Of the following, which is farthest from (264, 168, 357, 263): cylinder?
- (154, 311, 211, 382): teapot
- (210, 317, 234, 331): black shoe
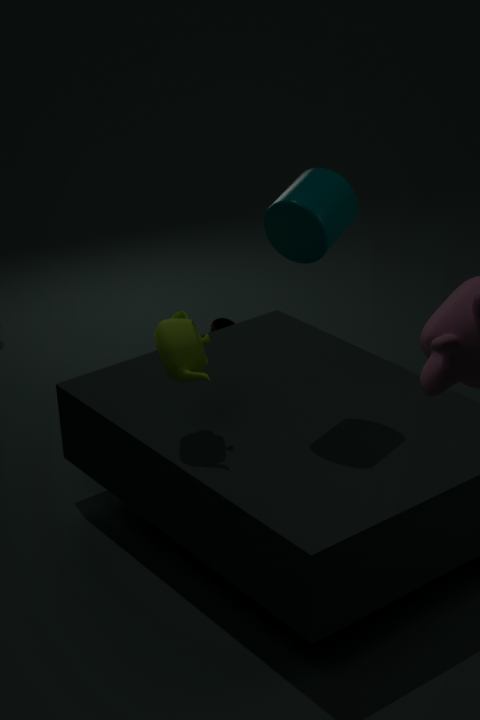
(210, 317, 234, 331): black shoe
